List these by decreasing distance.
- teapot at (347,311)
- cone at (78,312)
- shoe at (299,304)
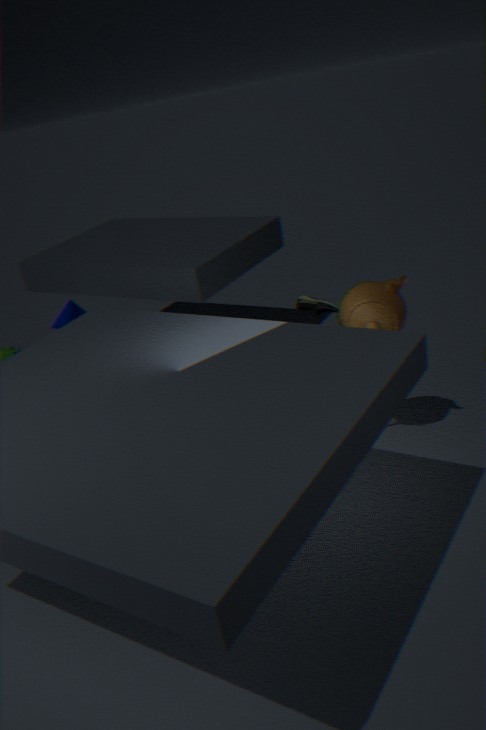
shoe at (299,304), cone at (78,312), teapot at (347,311)
